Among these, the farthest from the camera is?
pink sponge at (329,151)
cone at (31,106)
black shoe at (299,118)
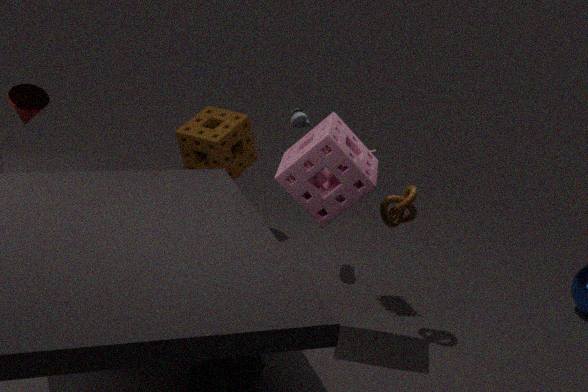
black shoe at (299,118)
